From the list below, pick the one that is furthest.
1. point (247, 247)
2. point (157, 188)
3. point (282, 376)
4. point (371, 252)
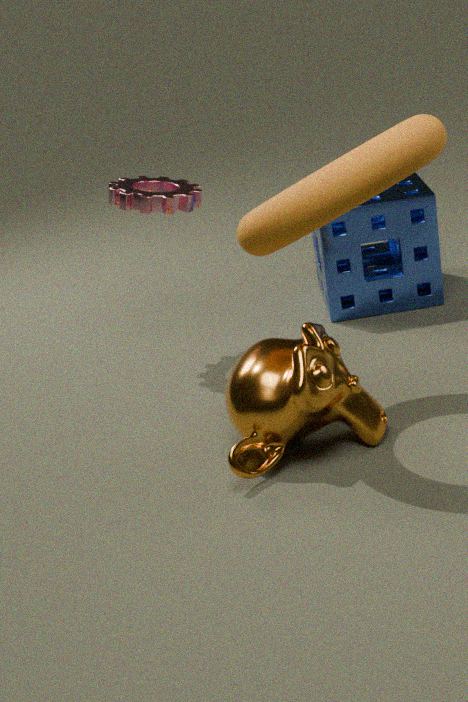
point (371, 252)
